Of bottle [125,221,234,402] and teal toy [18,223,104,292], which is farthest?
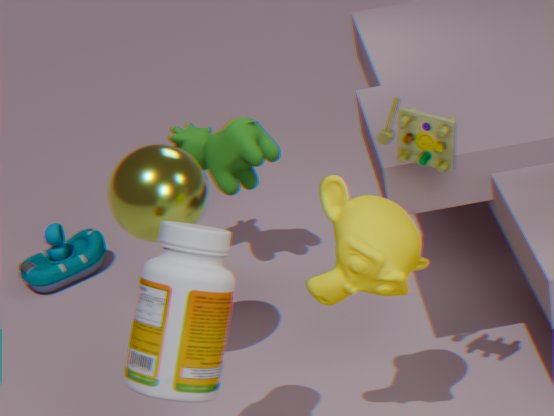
teal toy [18,223,104,292]
